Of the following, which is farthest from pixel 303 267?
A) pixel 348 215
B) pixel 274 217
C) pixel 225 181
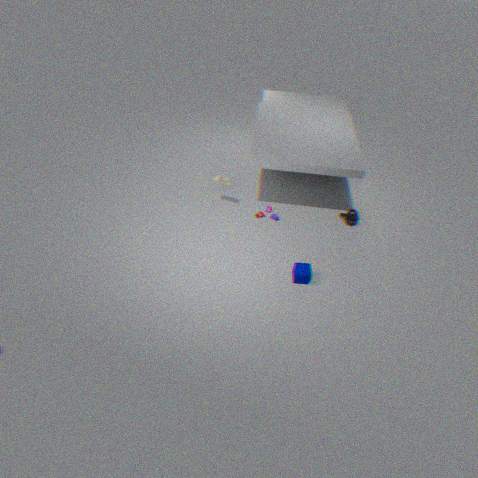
pixel 225 181
